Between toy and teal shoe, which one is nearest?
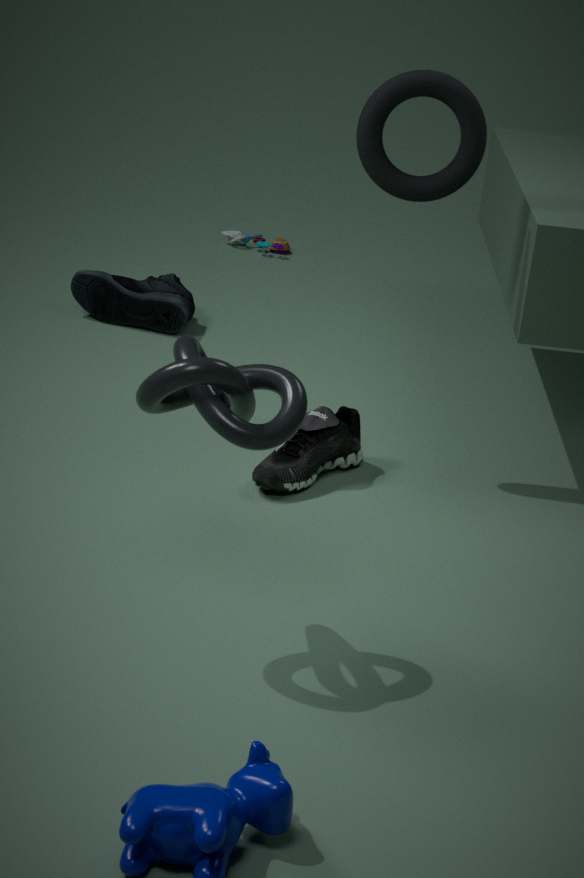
teal shoe
